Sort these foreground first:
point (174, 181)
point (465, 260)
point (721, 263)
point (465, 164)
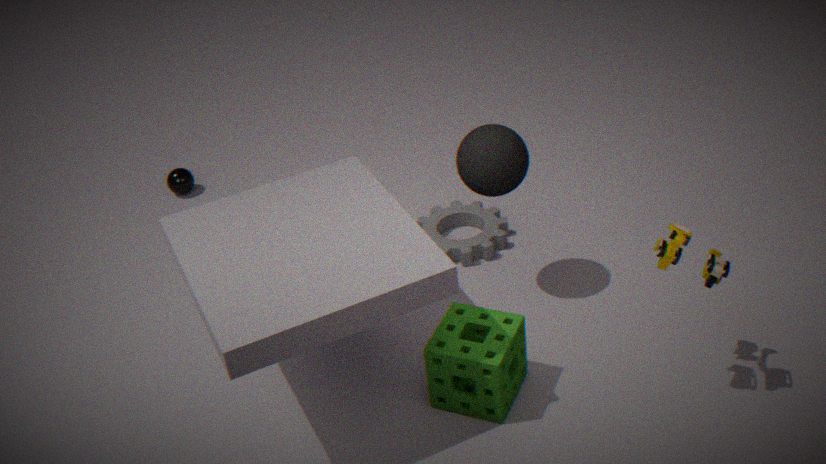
1. point (721, 263)
2. point (465, 164)
3. point (465, 260)
4. point (174, 181)
